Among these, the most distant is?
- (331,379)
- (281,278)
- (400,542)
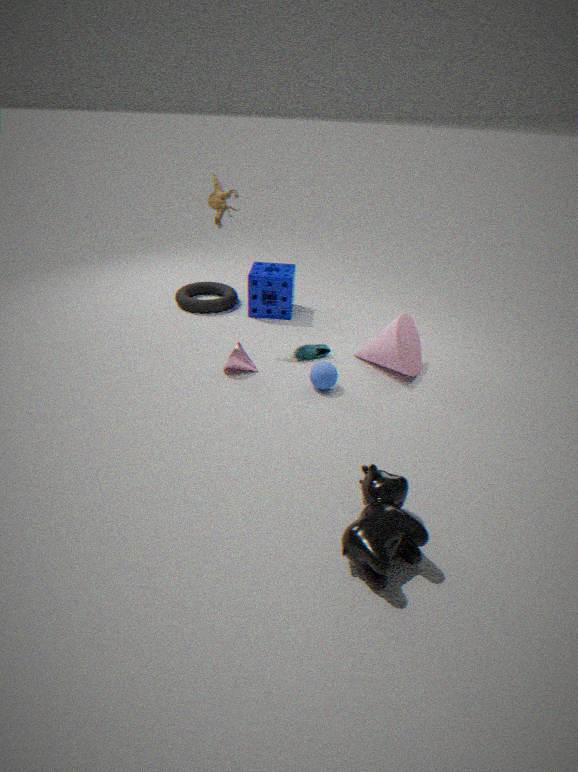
(281,278)
